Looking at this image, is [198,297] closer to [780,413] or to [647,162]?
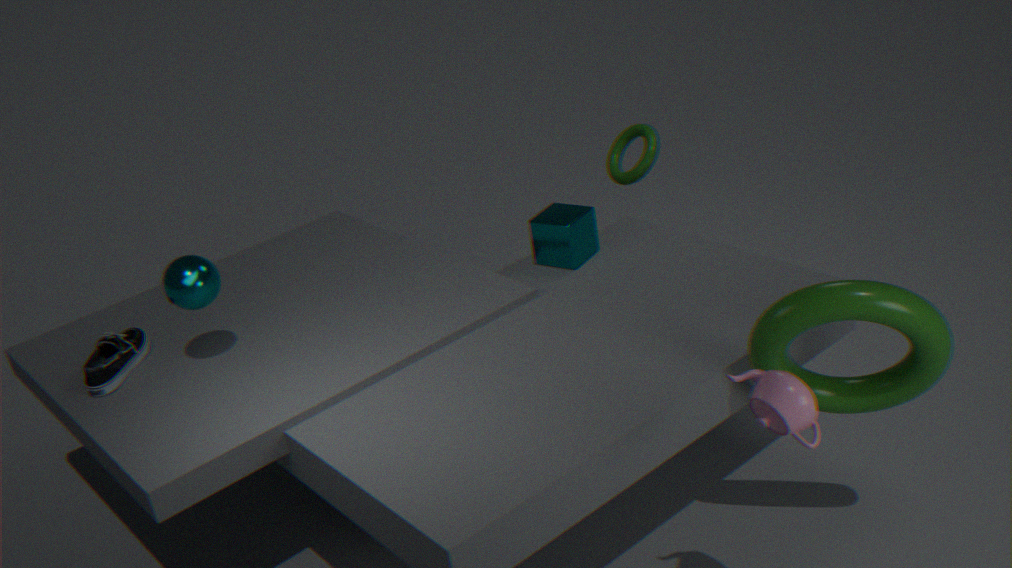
[647,162]
